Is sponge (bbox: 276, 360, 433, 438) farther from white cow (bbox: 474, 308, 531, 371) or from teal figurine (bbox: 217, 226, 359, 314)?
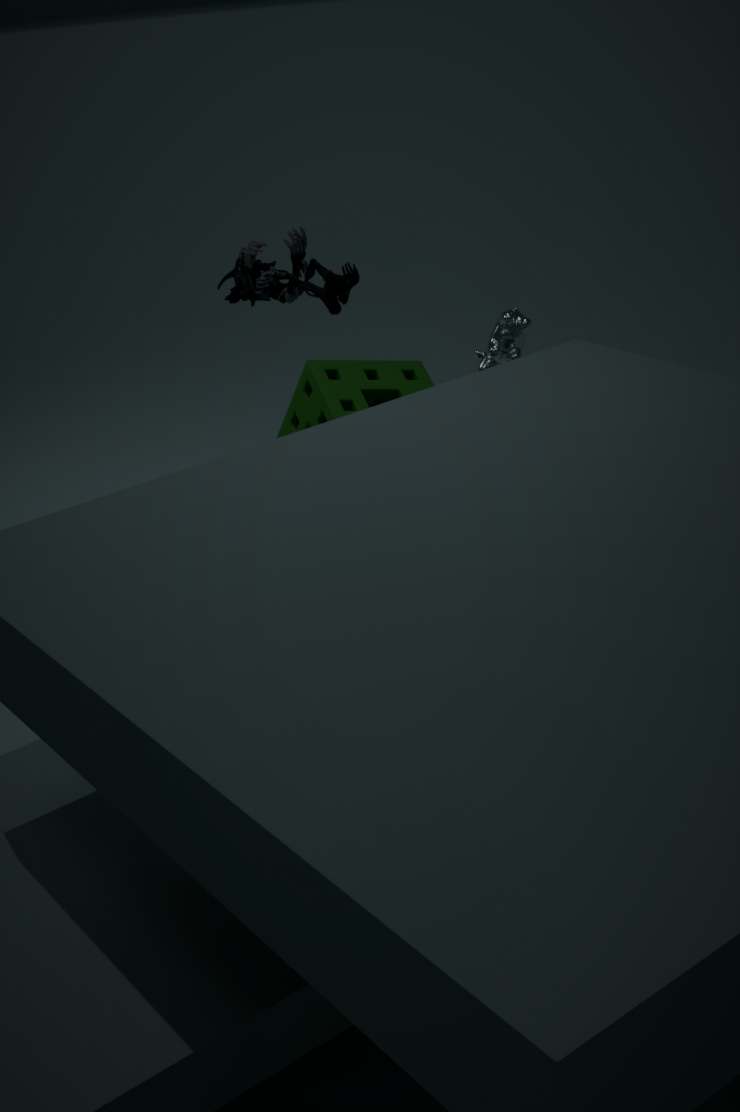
white cow (bbox: 474, 308, 531, 371)
